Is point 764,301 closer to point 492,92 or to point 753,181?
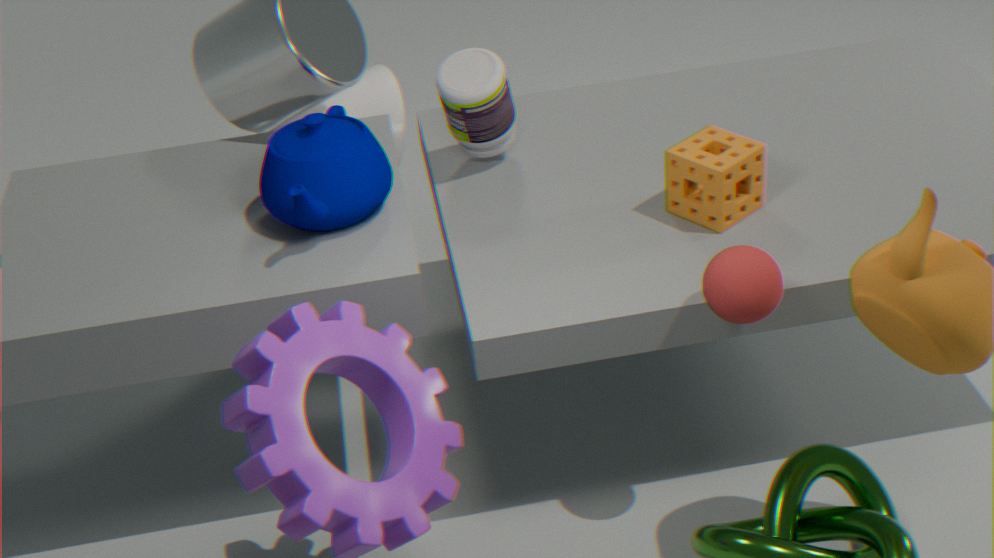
point 753,181
